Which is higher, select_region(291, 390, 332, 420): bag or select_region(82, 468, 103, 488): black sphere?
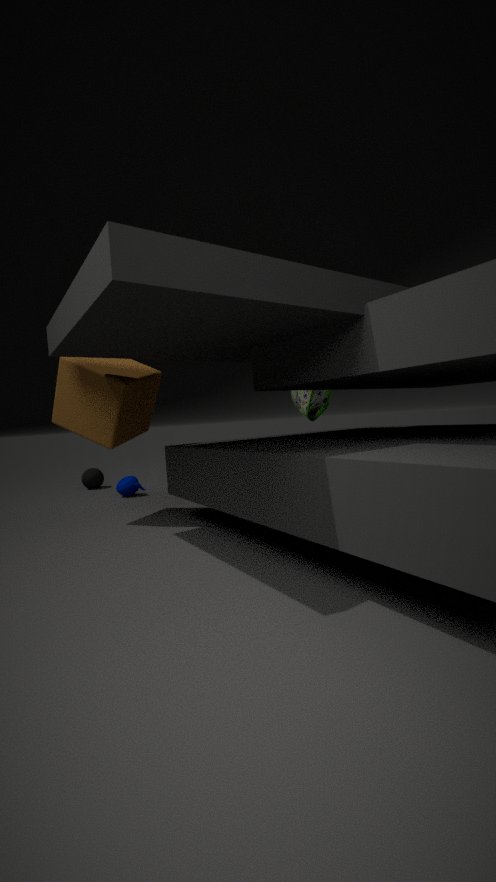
select_region(291, 390, 332, 420): bag
